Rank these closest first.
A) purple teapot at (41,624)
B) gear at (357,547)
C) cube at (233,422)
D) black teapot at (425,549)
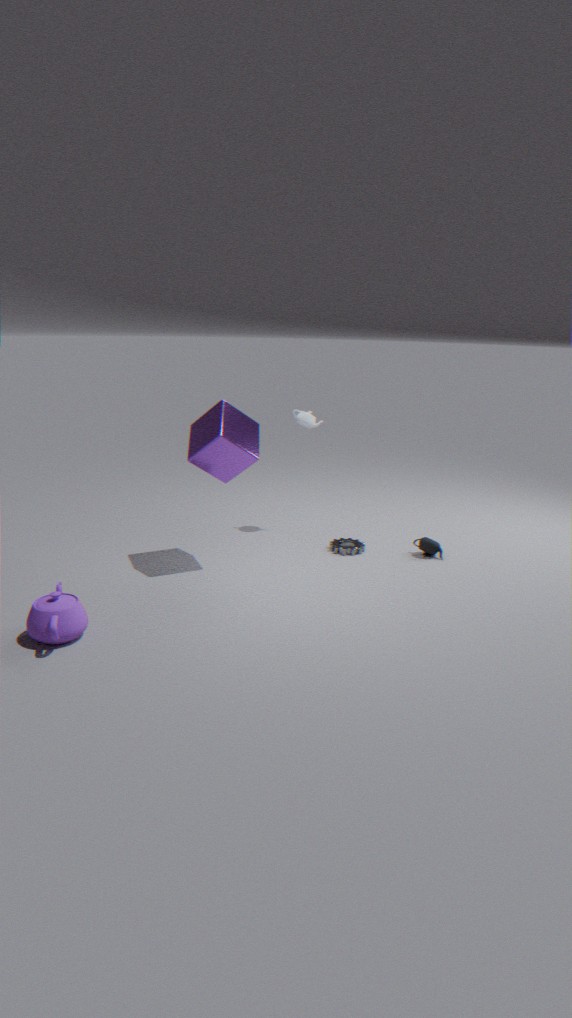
purple teapot at (41,624)
cube at (233,422)
black teapot at (425,549)
gear at (357,547)
